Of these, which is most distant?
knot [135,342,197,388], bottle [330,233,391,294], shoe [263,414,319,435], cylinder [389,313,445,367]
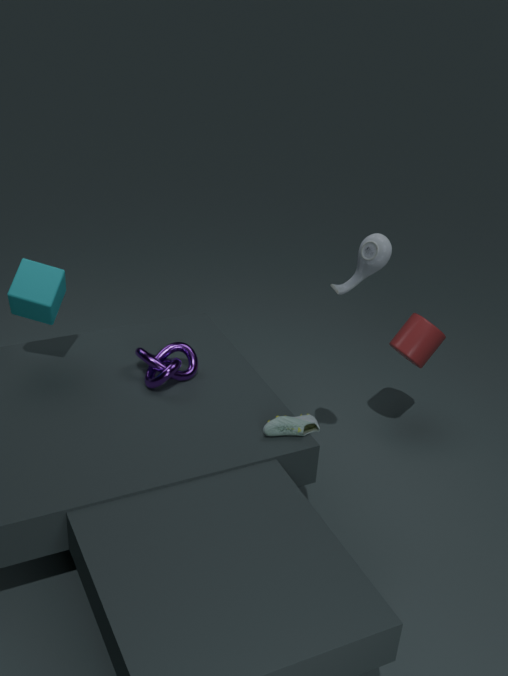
cylinder [389,313,445,367]
